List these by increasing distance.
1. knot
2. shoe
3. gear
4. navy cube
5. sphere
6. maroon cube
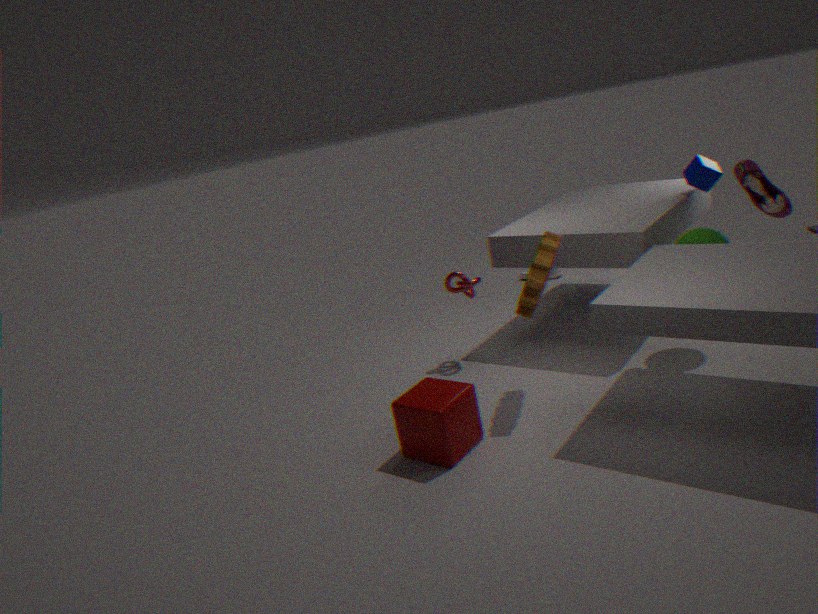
maroon cube
gear
sphere
shoe
knot
navy cube
